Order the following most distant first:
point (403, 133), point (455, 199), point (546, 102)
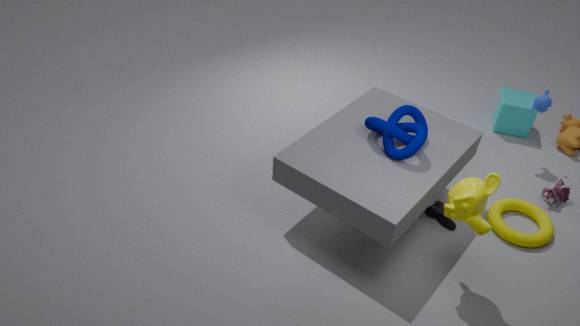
point (546, 102)
point (403, 133)
point (455, 199)
